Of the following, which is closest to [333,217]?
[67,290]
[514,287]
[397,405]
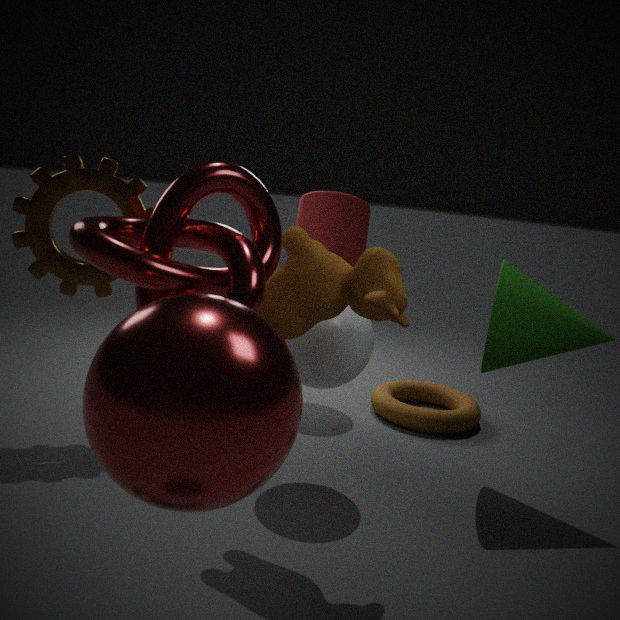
[397,405]
